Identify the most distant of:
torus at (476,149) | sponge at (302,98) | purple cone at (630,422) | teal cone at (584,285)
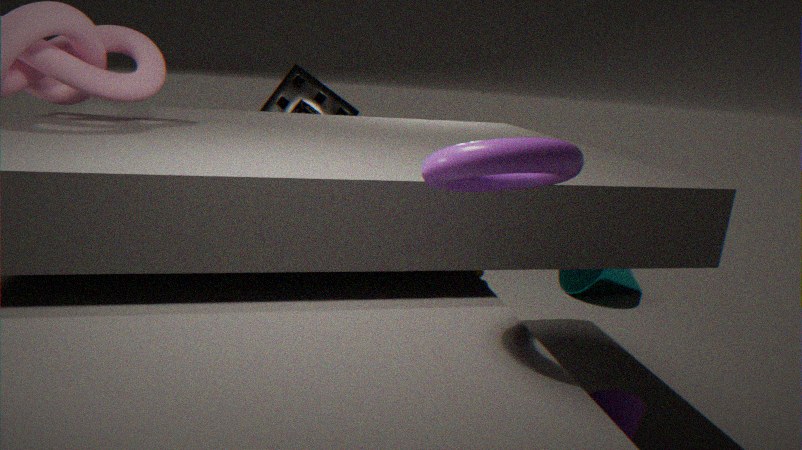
teal cone at (584,285)
